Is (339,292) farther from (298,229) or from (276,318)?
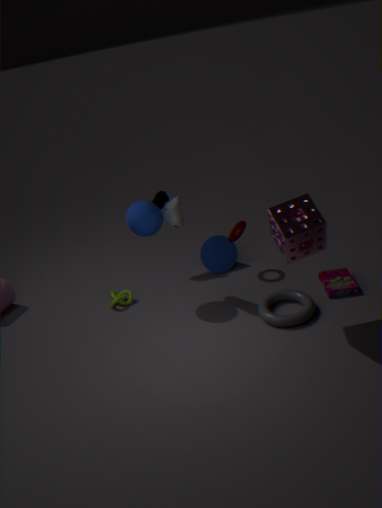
(298,229)
